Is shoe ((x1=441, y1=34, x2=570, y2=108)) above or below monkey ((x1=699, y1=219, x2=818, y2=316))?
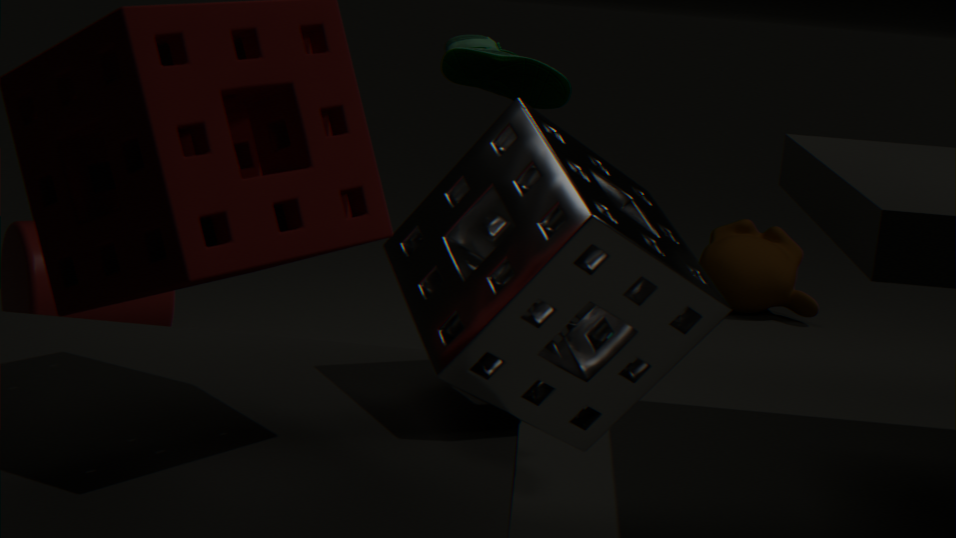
above
